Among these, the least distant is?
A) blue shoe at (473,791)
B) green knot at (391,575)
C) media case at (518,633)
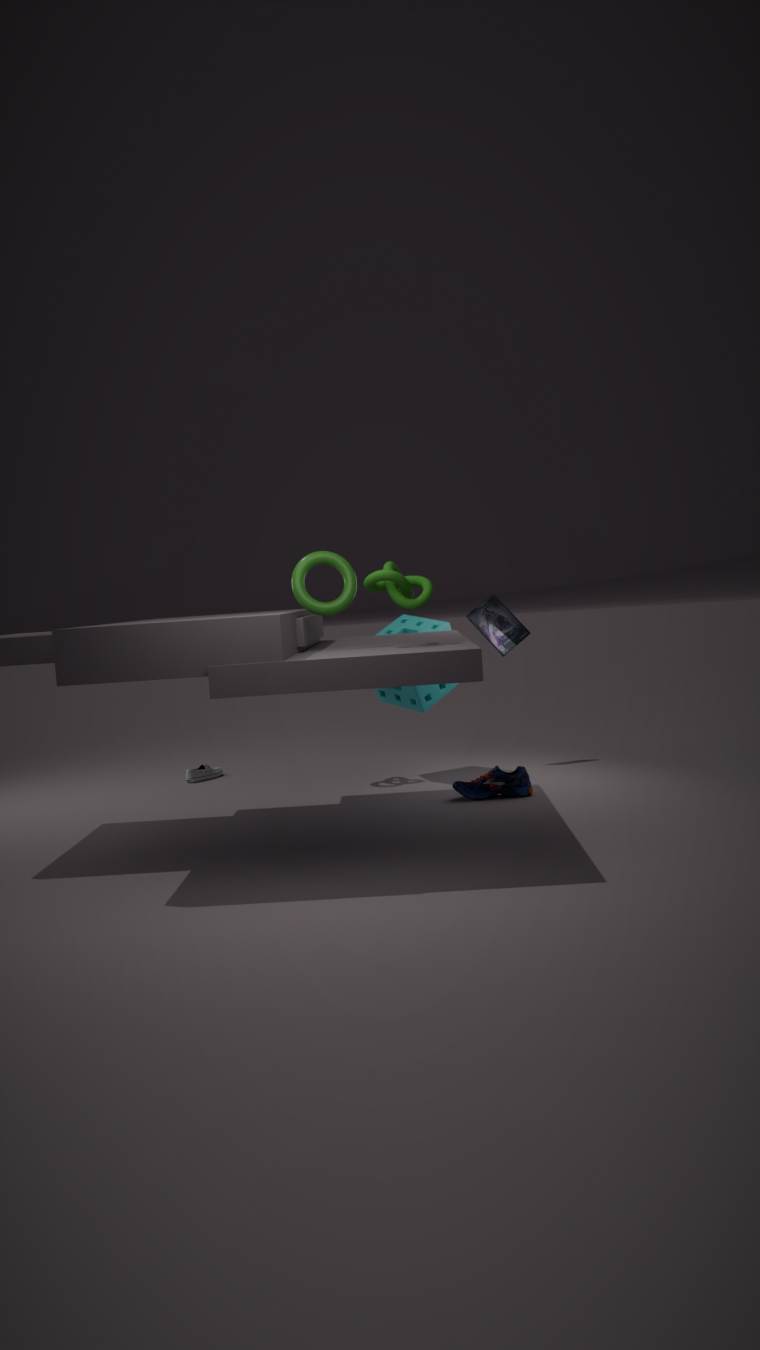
green knot at (391,575)
